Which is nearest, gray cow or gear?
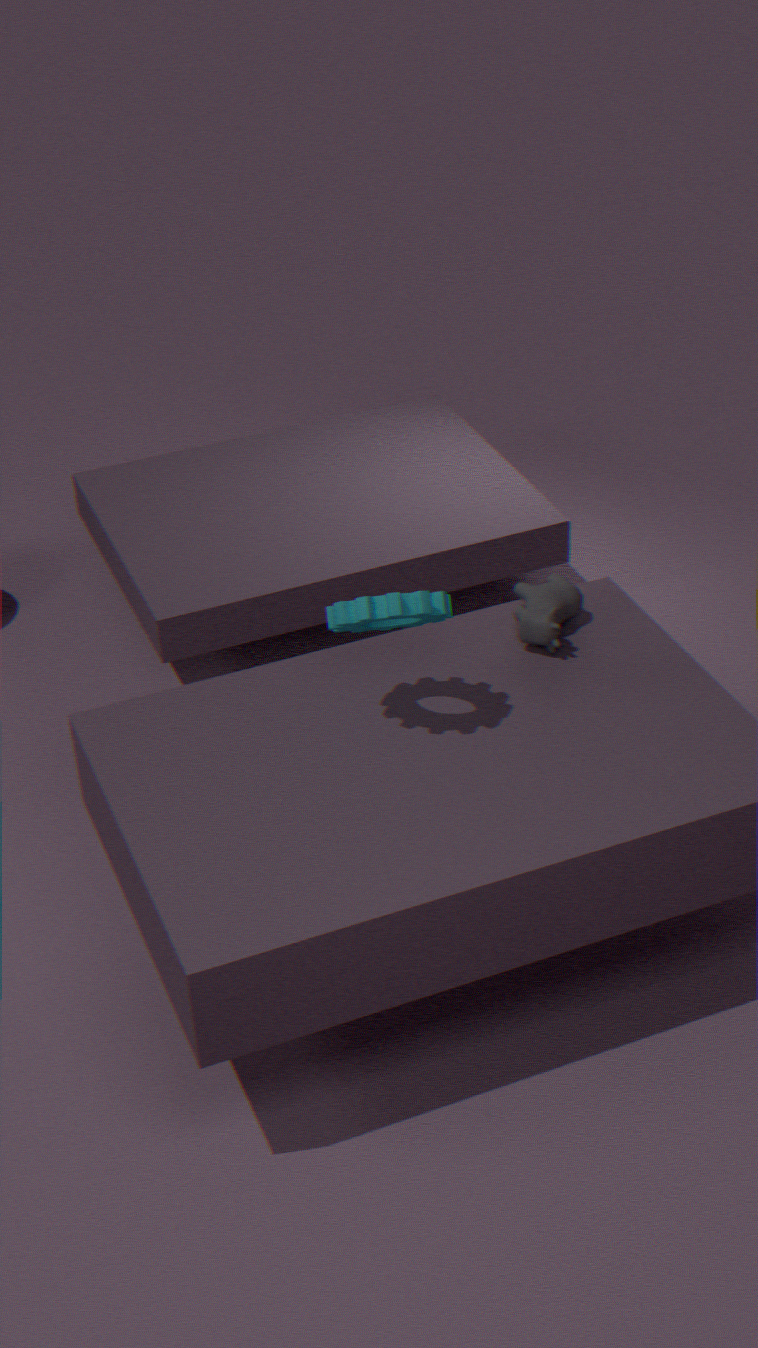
gear
